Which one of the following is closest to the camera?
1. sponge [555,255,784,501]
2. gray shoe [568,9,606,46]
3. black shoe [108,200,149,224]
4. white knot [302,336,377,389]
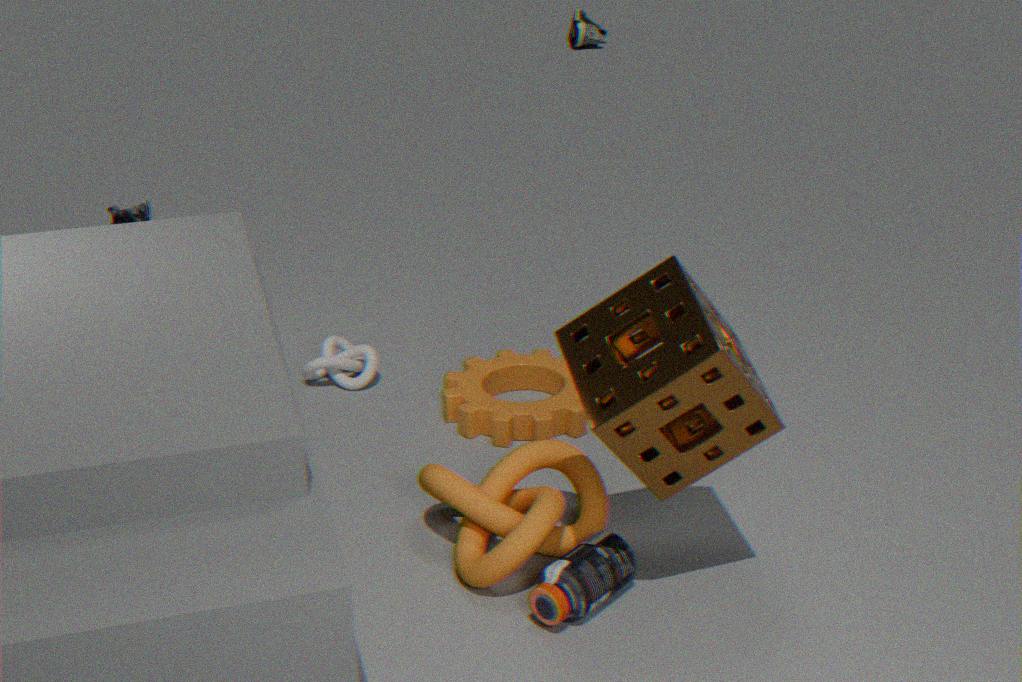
sponge [555,255,784,501]
